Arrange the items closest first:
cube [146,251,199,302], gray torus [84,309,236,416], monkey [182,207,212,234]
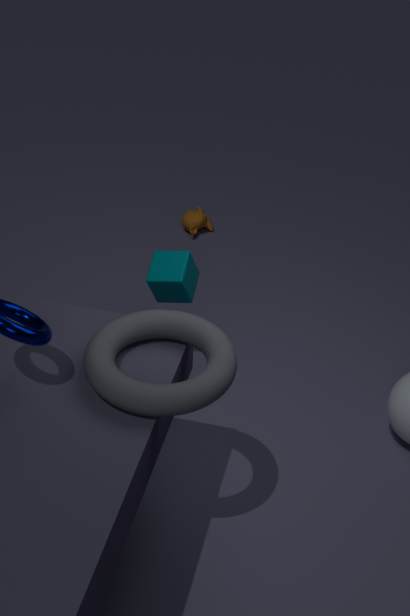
gray torus [84,309,236,416] < cube [146,251,199,302] < monkey [182,207,212,234]
